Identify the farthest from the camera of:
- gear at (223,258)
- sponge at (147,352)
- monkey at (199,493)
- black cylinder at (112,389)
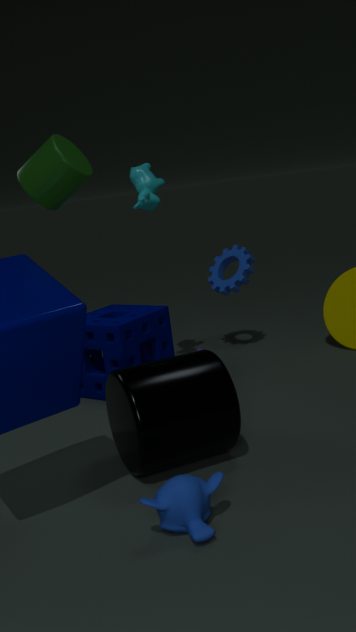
gear at (223,258)
